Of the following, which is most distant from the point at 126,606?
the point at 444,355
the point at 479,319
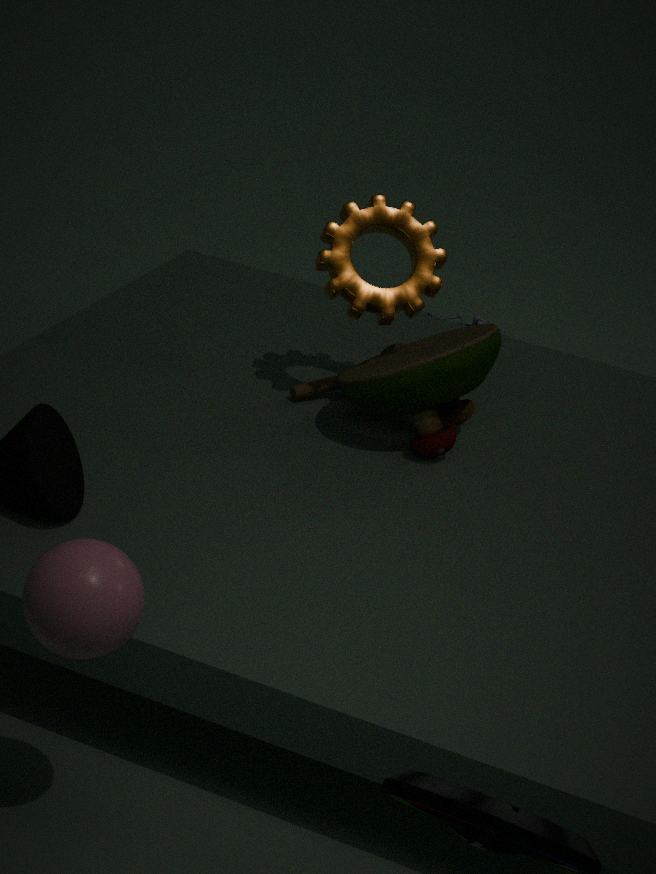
the point at 479,319
